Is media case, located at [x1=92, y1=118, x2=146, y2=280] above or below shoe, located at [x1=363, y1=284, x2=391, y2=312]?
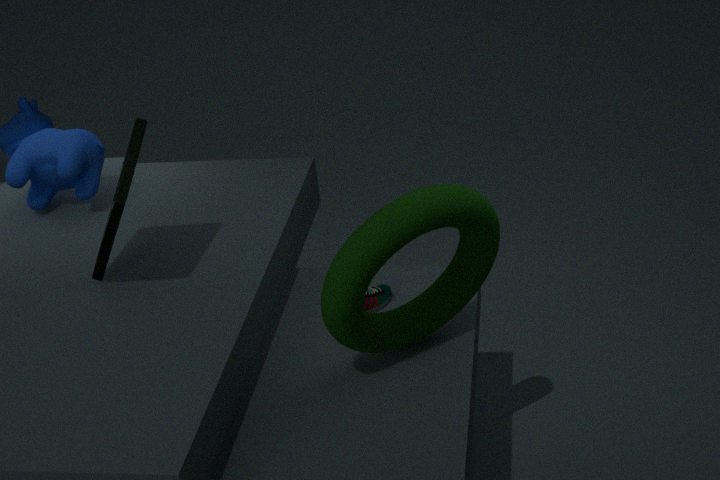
above
